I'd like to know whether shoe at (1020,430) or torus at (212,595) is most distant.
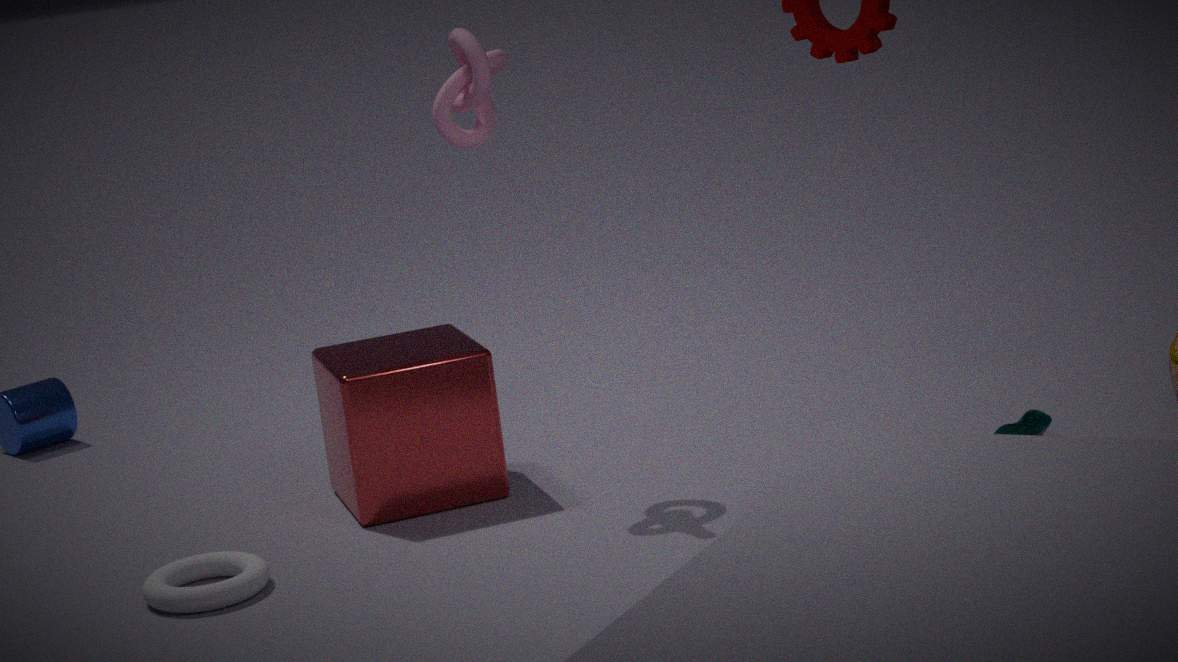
shoe at (1020,430)
